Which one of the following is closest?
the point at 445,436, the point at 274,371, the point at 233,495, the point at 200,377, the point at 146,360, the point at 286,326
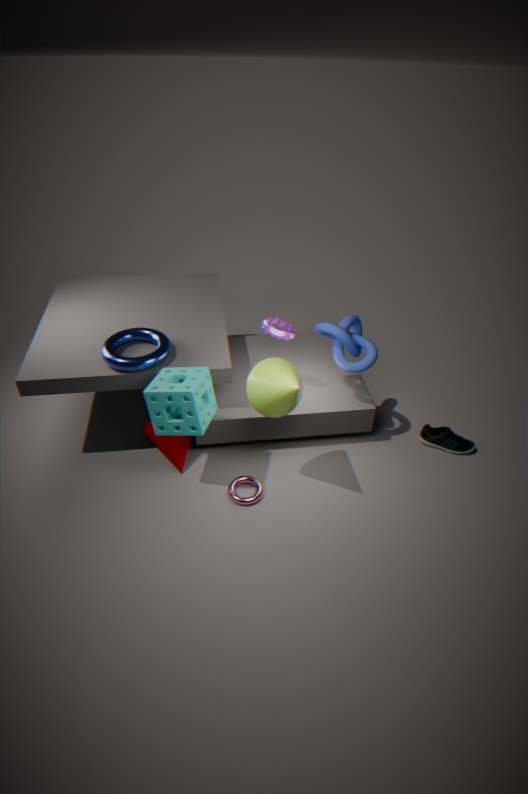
the point at 274,371
